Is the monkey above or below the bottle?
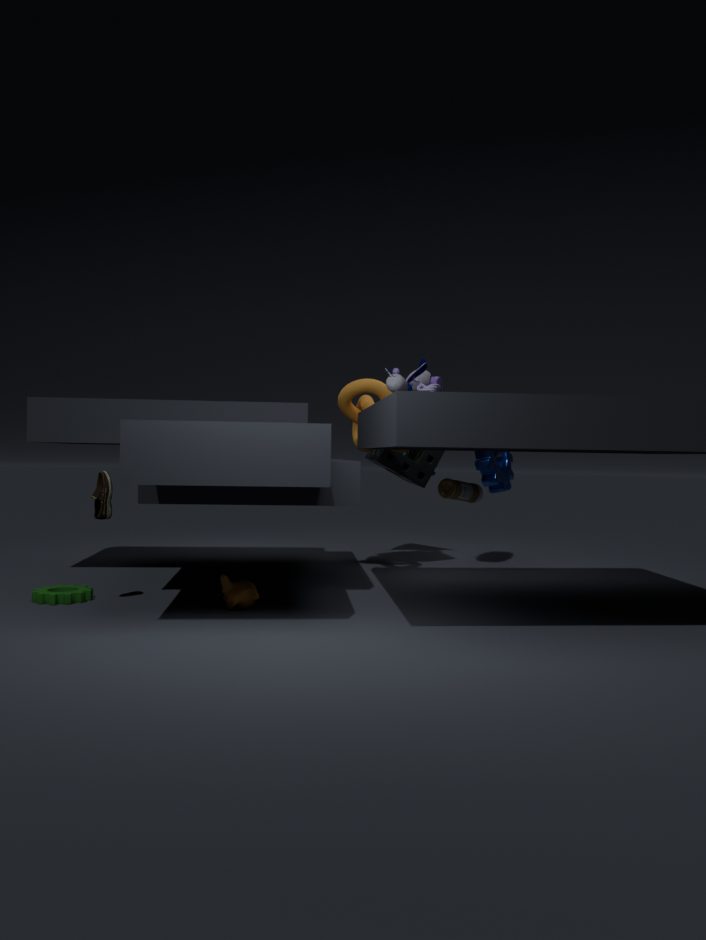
below
